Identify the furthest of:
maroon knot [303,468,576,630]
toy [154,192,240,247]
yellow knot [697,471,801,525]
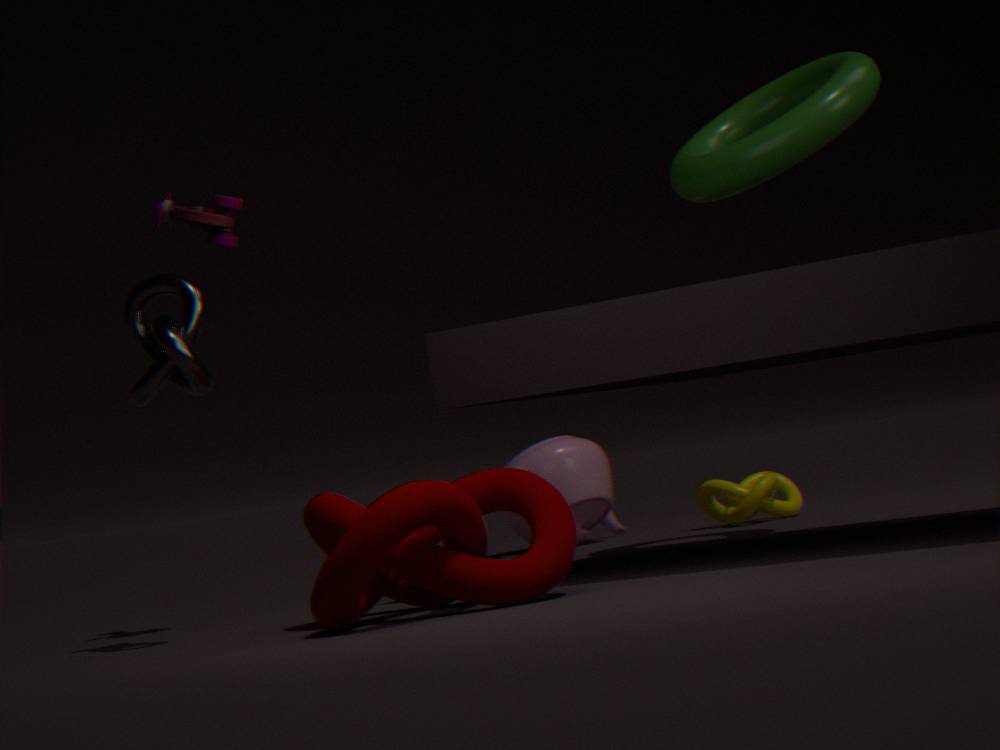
yellow knot [697,471,801,525]
